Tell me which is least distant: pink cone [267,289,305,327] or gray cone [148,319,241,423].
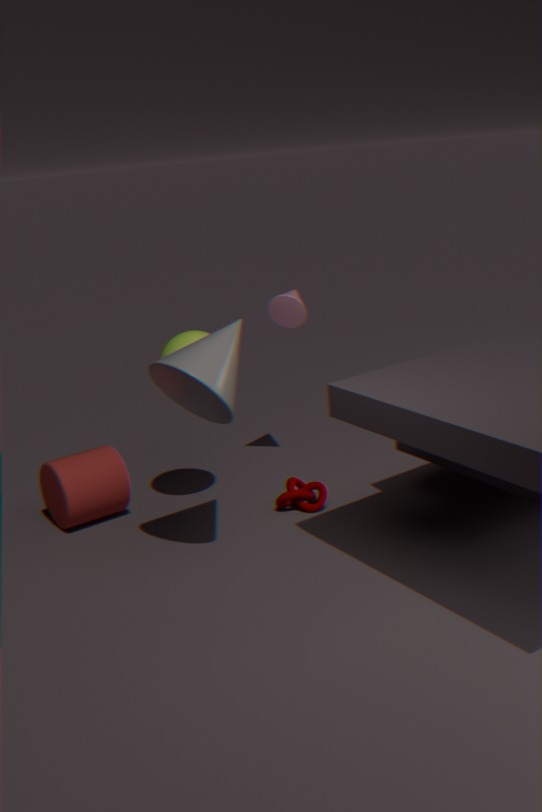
gray cone [148,319,241,423]
